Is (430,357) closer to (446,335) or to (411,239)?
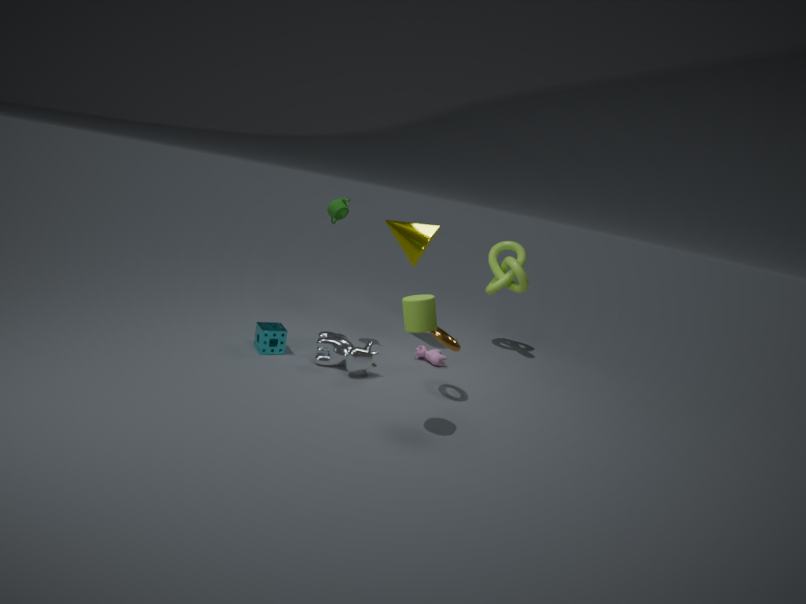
(446,335)
